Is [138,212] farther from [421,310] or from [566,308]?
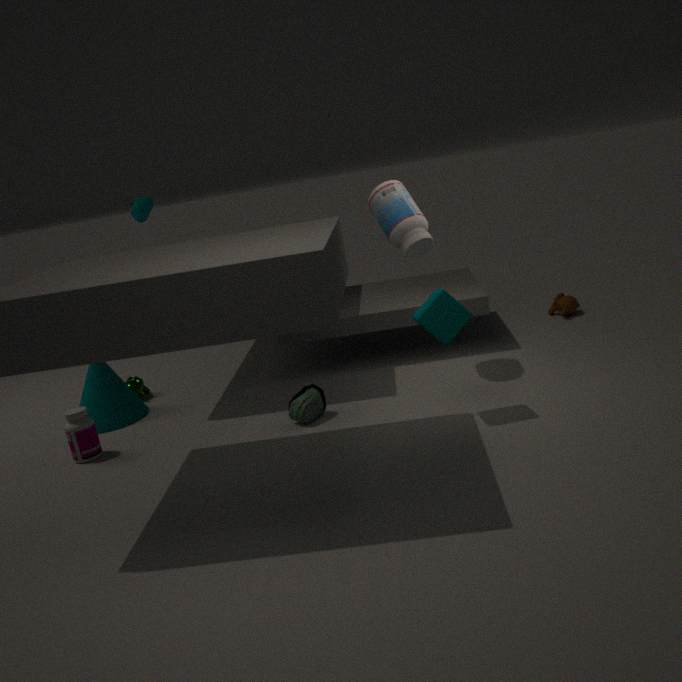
[566,308]
